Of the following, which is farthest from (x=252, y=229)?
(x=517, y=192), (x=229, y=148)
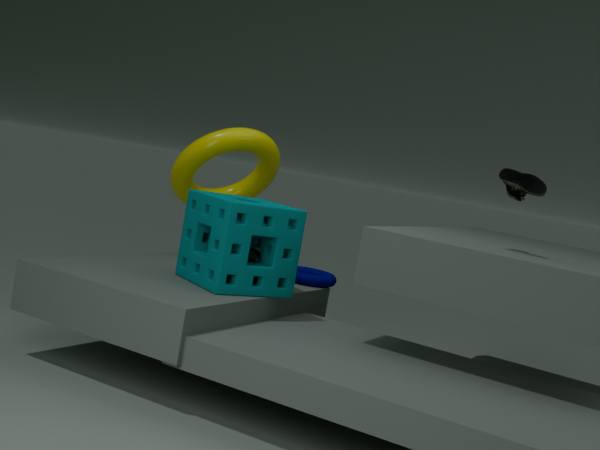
(x=517, y=192)
